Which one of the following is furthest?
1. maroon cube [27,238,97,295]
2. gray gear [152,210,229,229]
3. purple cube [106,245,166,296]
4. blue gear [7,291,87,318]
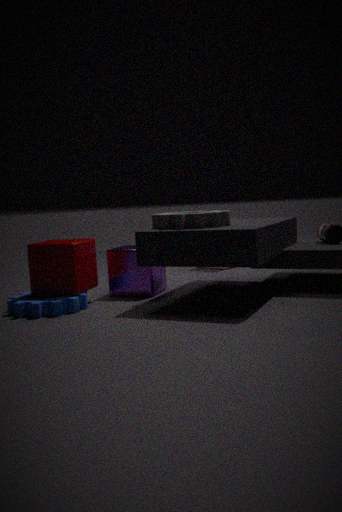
purple cube [106,245,166,296]
